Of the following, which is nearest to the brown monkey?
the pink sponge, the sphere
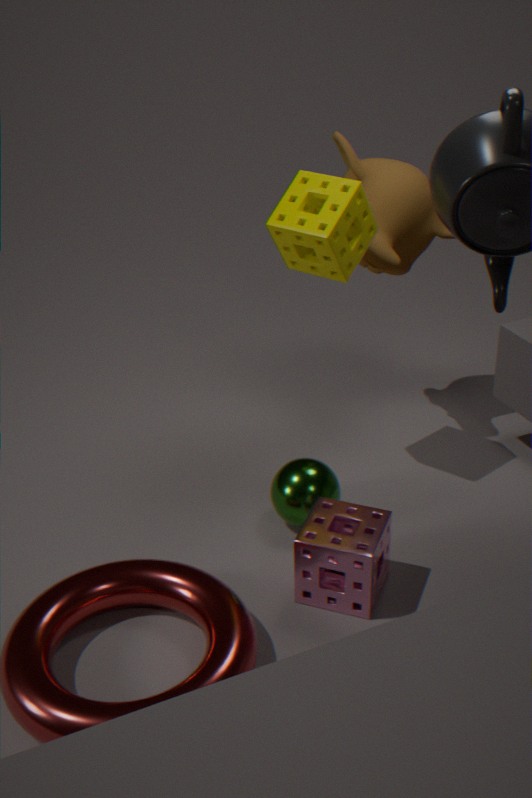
the sphere
